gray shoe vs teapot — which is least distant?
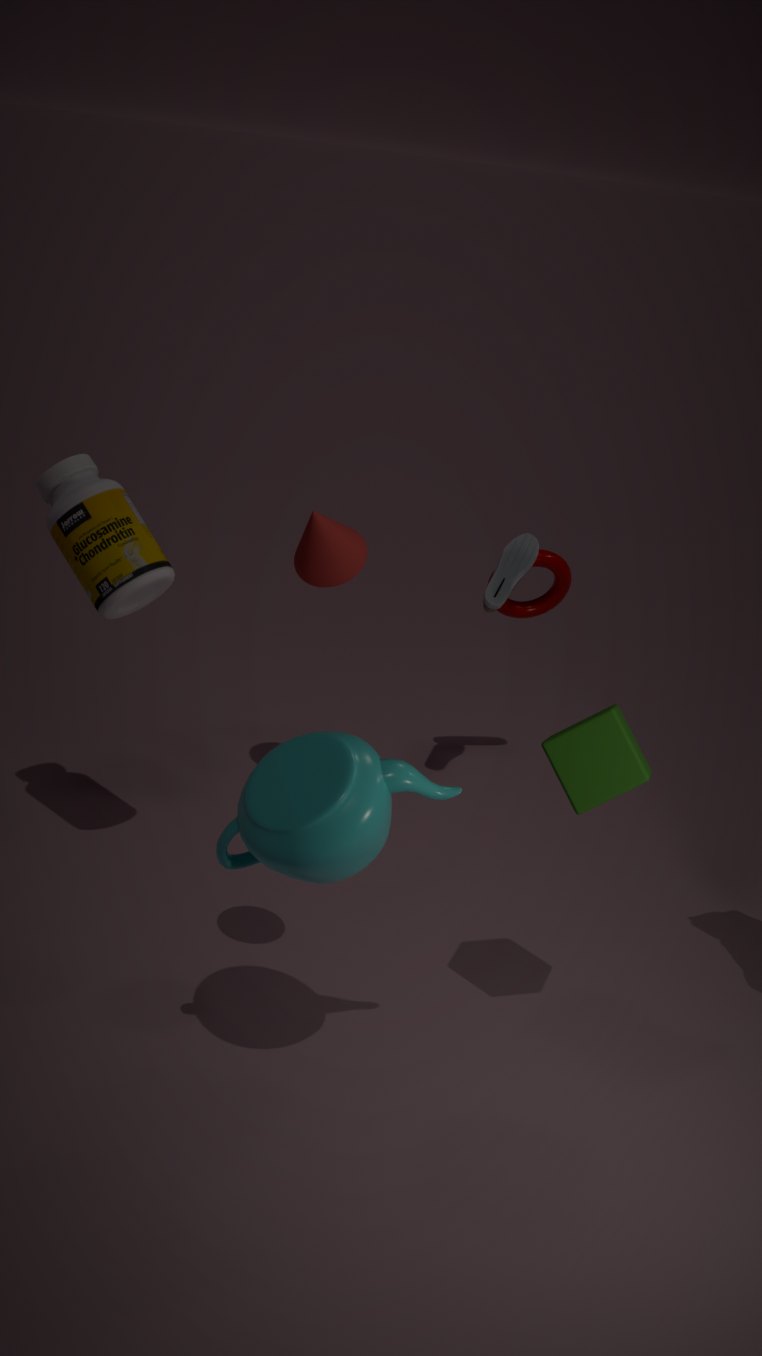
teapot
